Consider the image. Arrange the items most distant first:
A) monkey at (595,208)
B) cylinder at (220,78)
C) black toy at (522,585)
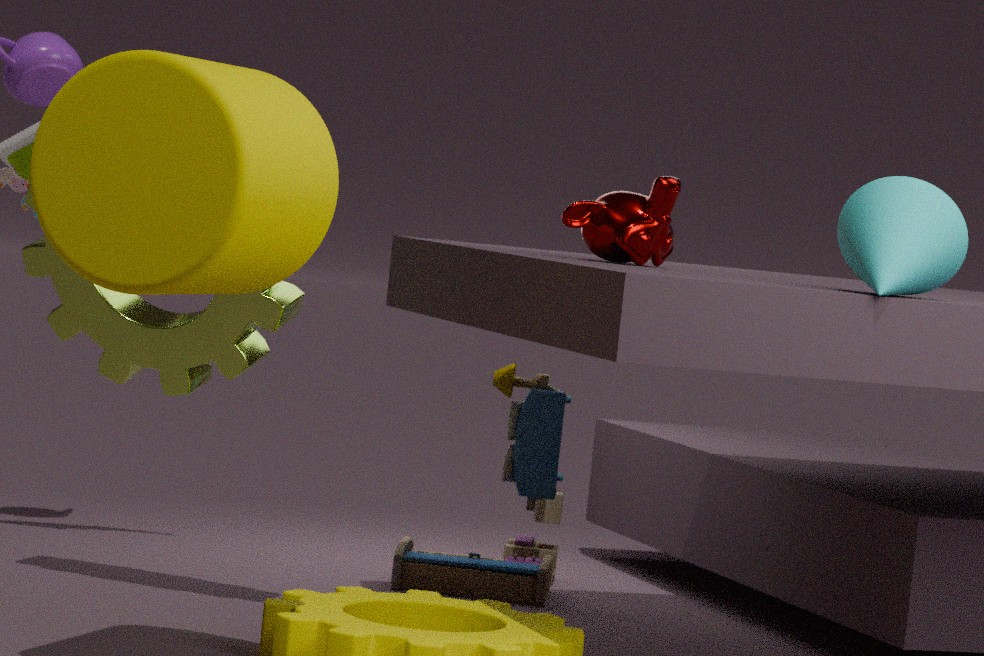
black toy at (522,585) < monkey at (595,208) < cylinder at (220,78)
